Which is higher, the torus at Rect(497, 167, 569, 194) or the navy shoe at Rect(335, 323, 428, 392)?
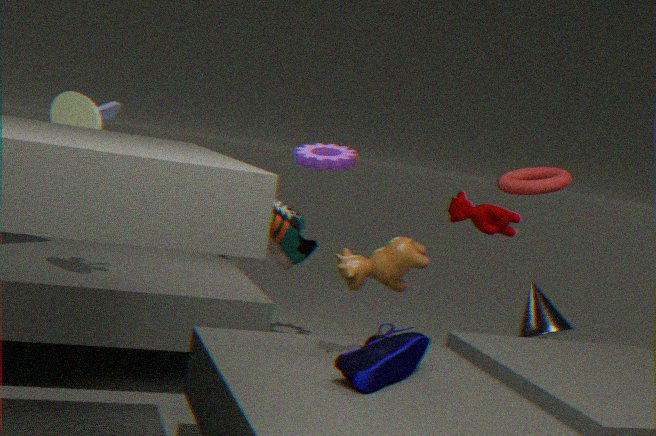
the torus at Rect(497, 167, 569, 194)
